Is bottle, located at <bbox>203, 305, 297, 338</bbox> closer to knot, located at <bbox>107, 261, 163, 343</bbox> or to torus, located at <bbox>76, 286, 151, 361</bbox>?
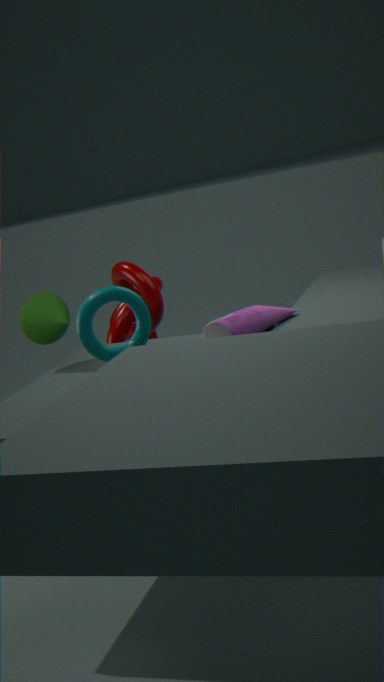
torus, located at <bbox>76, 286, 151, 361</bbox>
